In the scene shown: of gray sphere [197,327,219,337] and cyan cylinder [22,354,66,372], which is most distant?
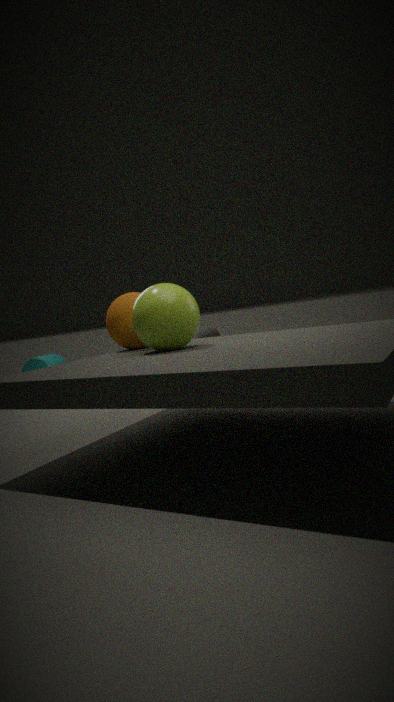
gray sphere [197,327,219,337]
